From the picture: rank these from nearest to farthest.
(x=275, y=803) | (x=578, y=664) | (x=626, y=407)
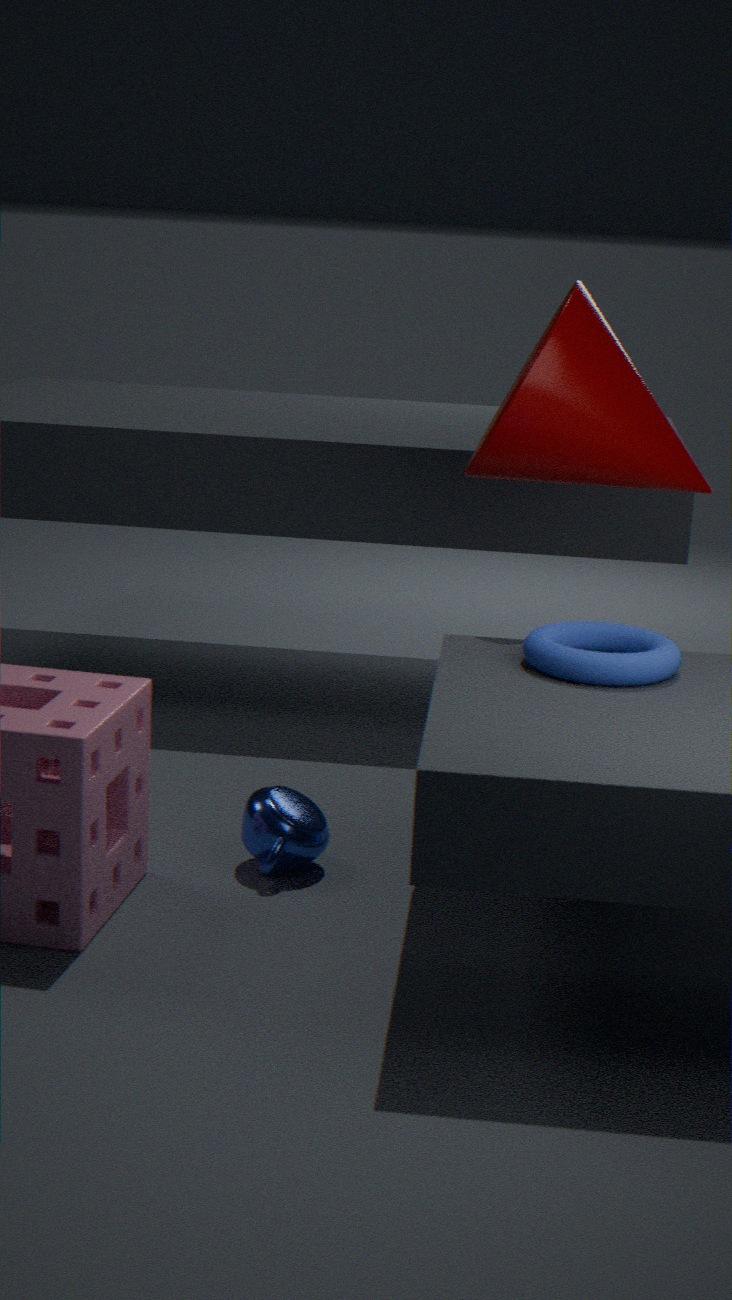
(x=578, y=664) → (x=275, y=803) → (x=626, y=407)
